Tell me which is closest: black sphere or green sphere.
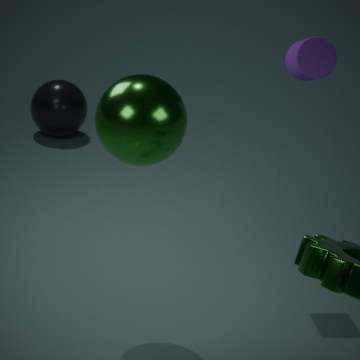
green sphere
